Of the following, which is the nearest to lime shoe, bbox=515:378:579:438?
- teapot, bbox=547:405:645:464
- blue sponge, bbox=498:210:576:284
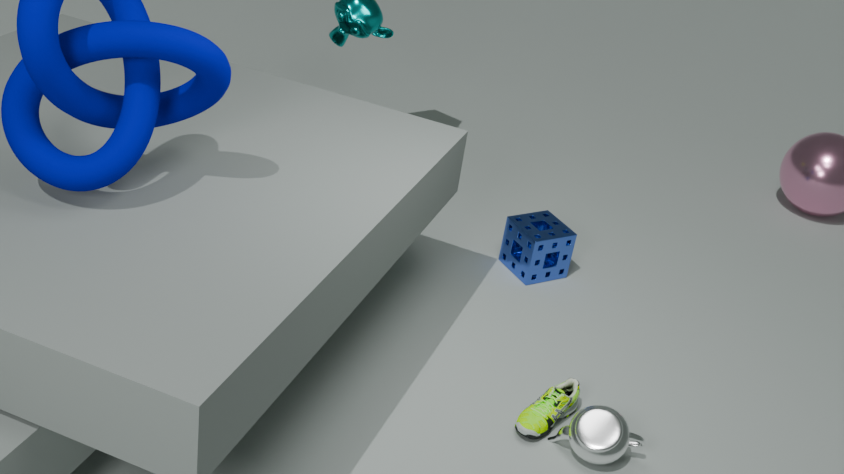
teapot, bbox=547:405:645:464
